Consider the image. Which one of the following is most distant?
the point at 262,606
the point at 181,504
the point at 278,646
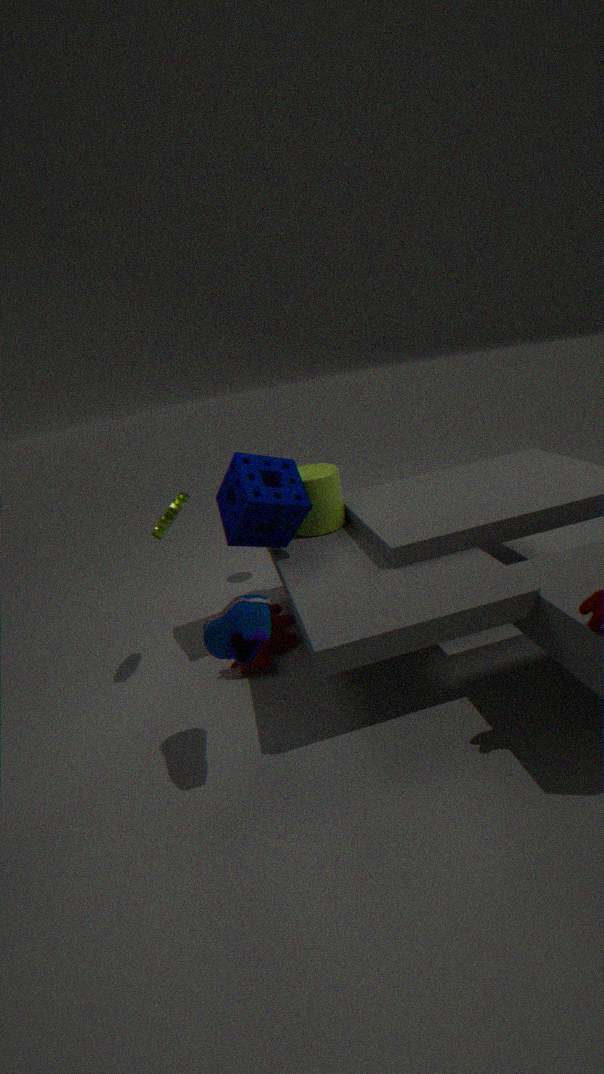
the point at 278,646
